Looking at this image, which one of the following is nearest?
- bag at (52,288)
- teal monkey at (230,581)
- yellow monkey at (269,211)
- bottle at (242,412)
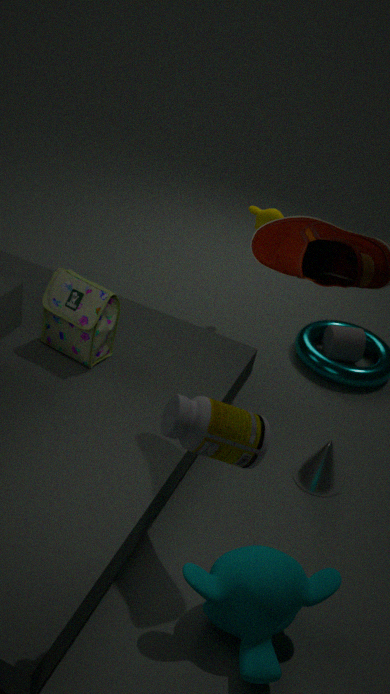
bottle at (242,412)
